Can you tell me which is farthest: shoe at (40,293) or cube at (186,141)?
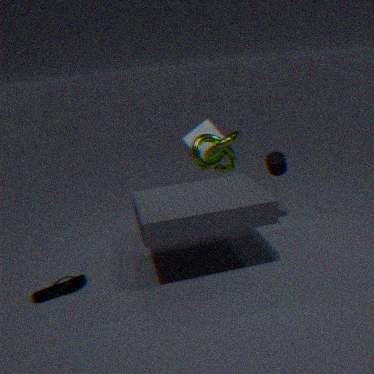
cube at (186,141)
